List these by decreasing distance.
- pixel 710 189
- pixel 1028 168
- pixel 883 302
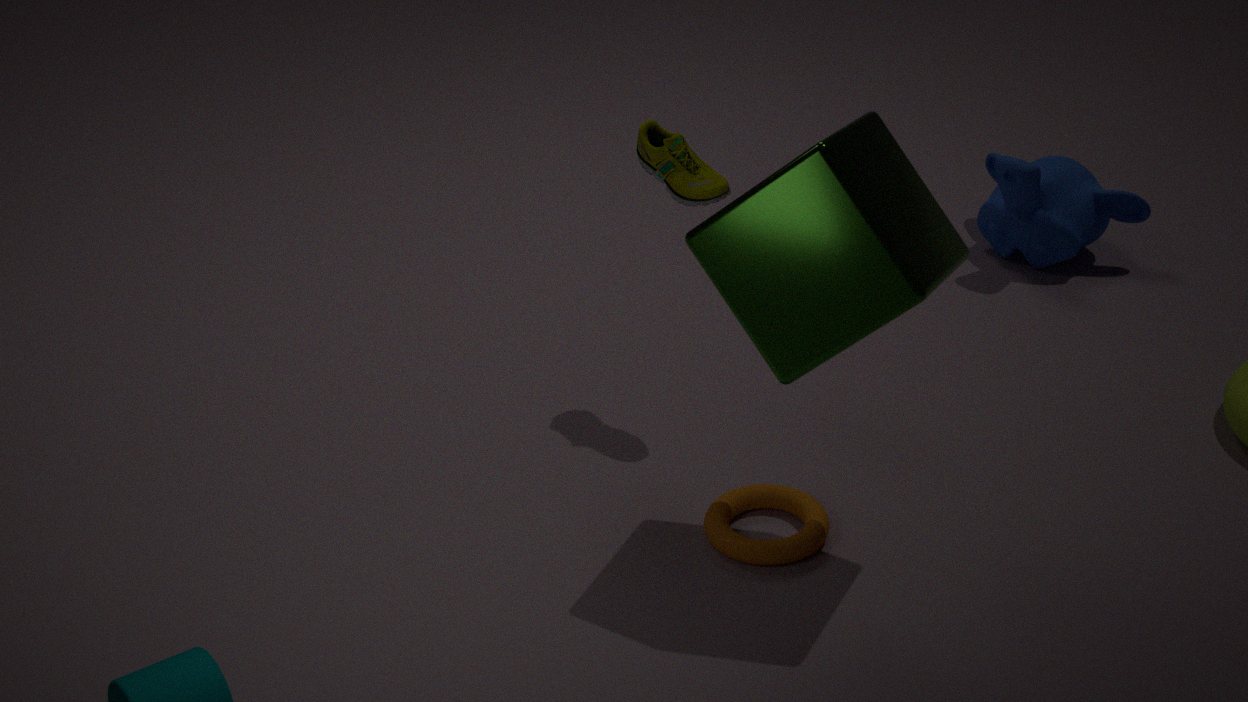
pixel 1028 168 < pixel 710 189 < pixel 883 302
